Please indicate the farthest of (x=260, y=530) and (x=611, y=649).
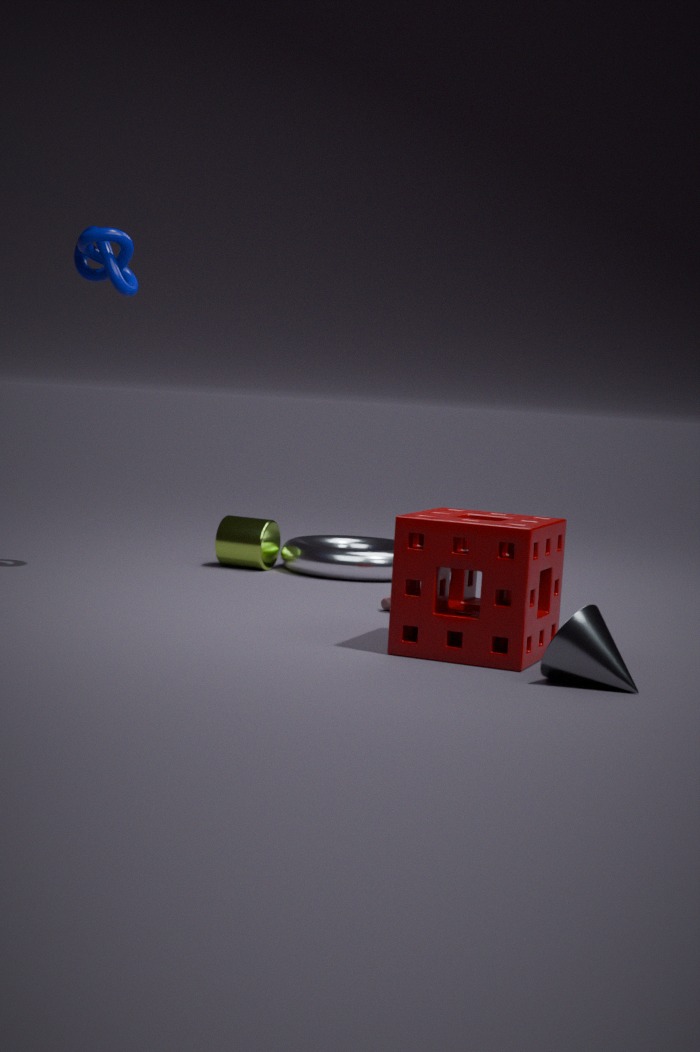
(x=260, y=530)
